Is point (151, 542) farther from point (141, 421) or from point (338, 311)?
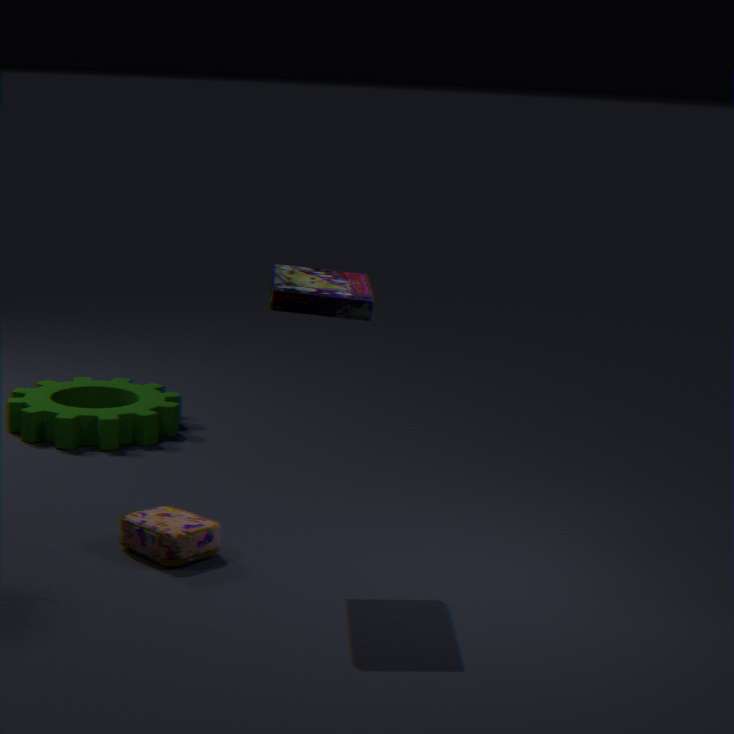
point (141, 421)
